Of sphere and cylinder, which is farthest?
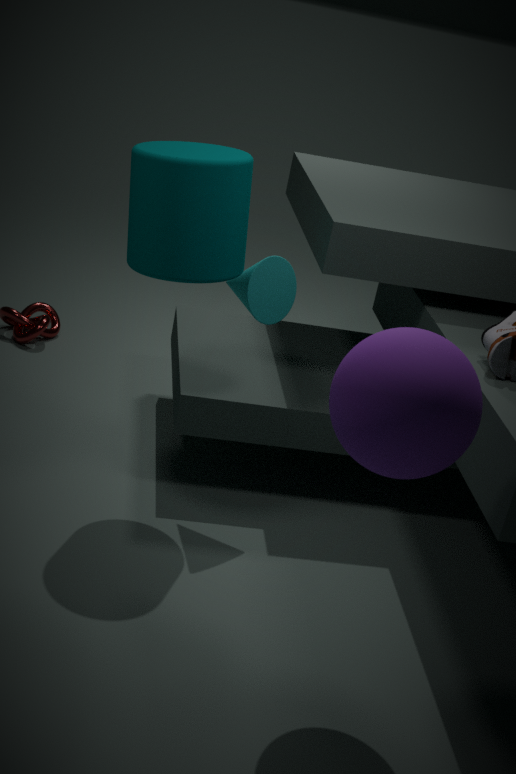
cylinder
